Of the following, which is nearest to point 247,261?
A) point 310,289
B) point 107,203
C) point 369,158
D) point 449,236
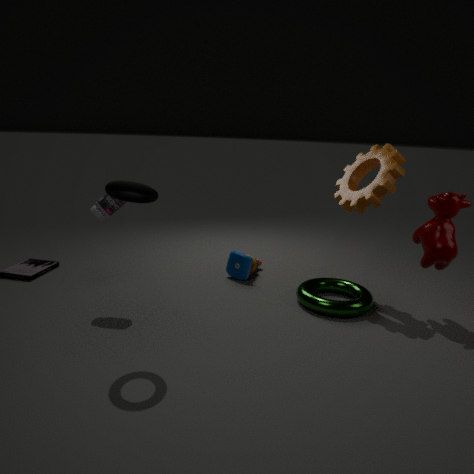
point 310,289
